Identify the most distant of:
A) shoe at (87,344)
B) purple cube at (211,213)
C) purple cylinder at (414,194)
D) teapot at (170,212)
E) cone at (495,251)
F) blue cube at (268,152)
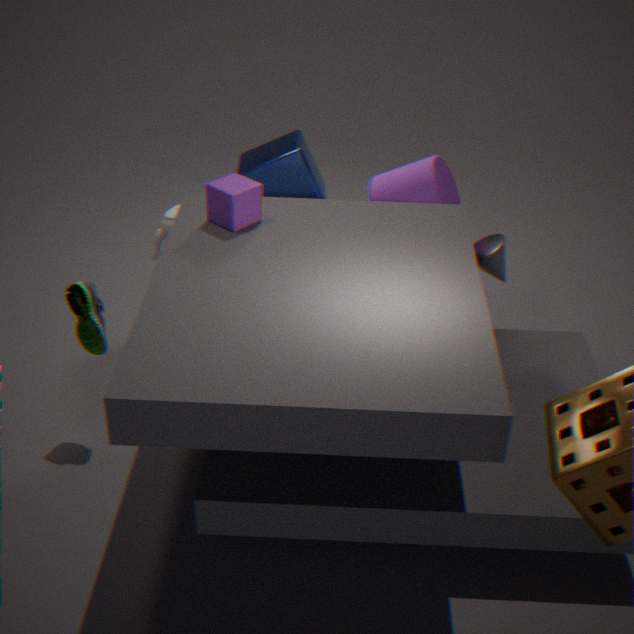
teapot at (170,212)
